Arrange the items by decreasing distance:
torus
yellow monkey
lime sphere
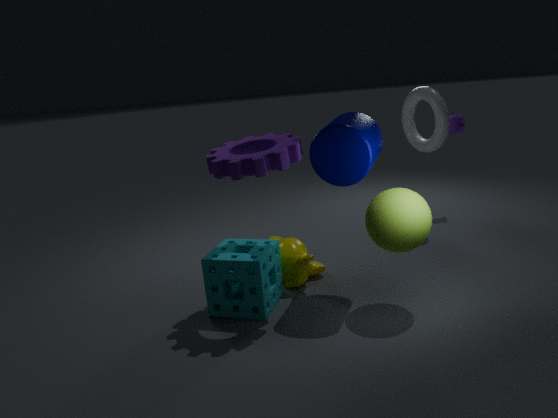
torus → yellow monkey → lime sphere
